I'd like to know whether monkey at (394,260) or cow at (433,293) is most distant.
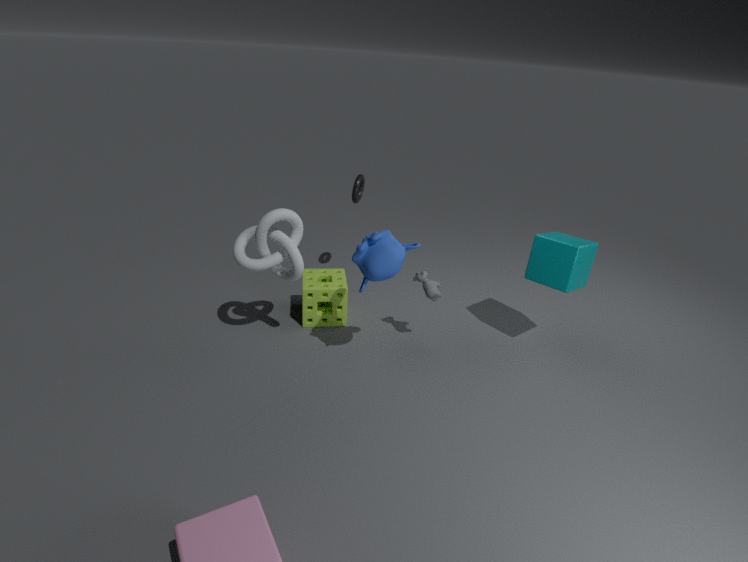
cow at (433,293)
